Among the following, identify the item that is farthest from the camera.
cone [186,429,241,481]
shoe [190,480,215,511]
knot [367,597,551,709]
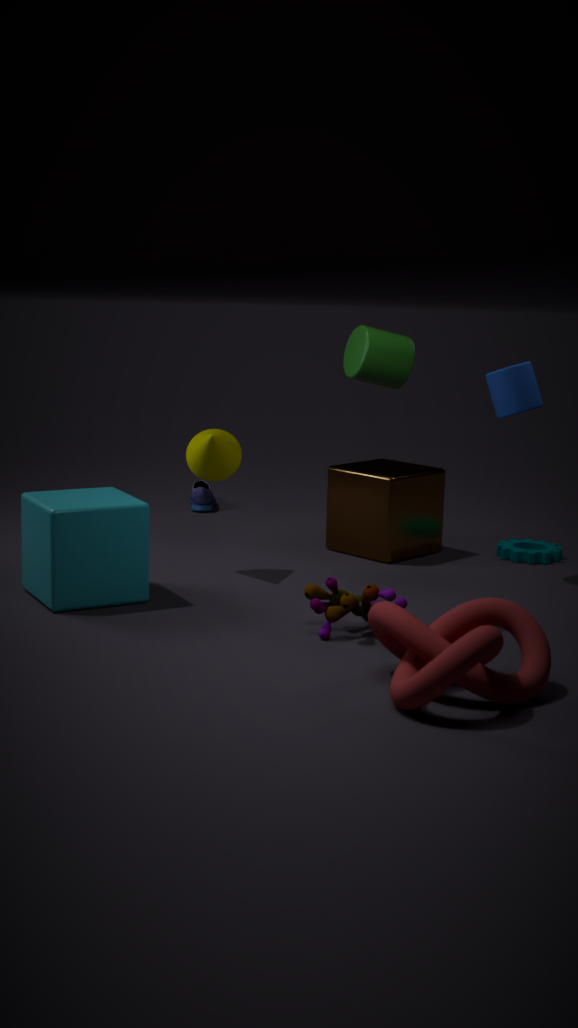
shoe [190,480,215,511]
